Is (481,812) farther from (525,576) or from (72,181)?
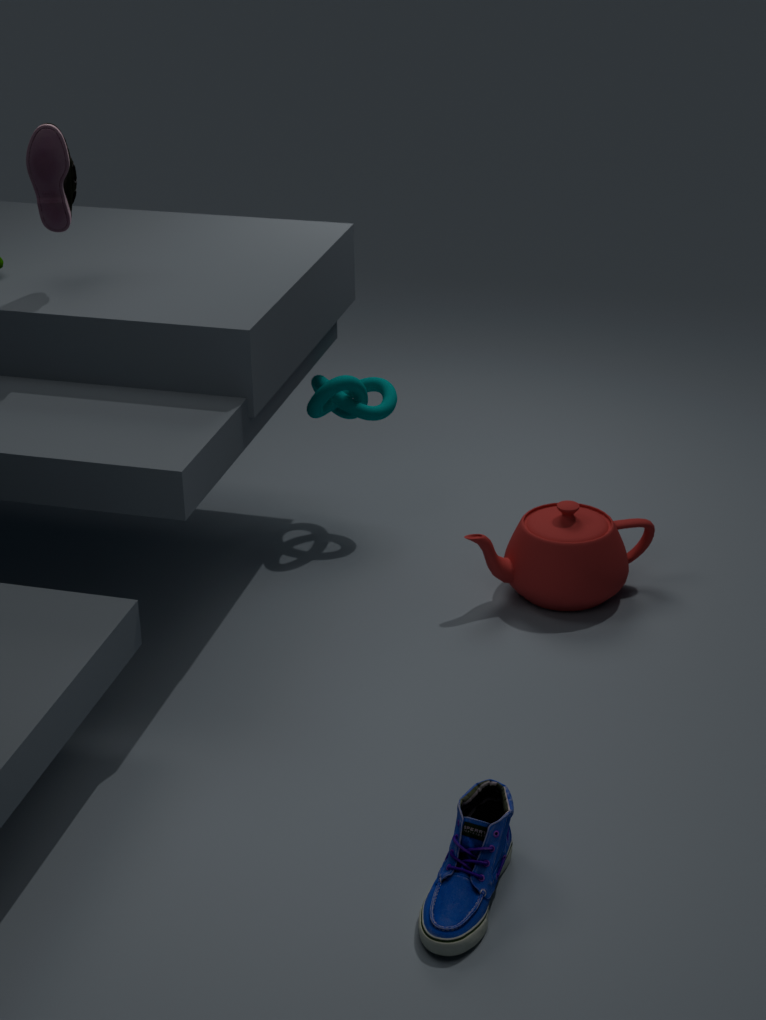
(72,181)
